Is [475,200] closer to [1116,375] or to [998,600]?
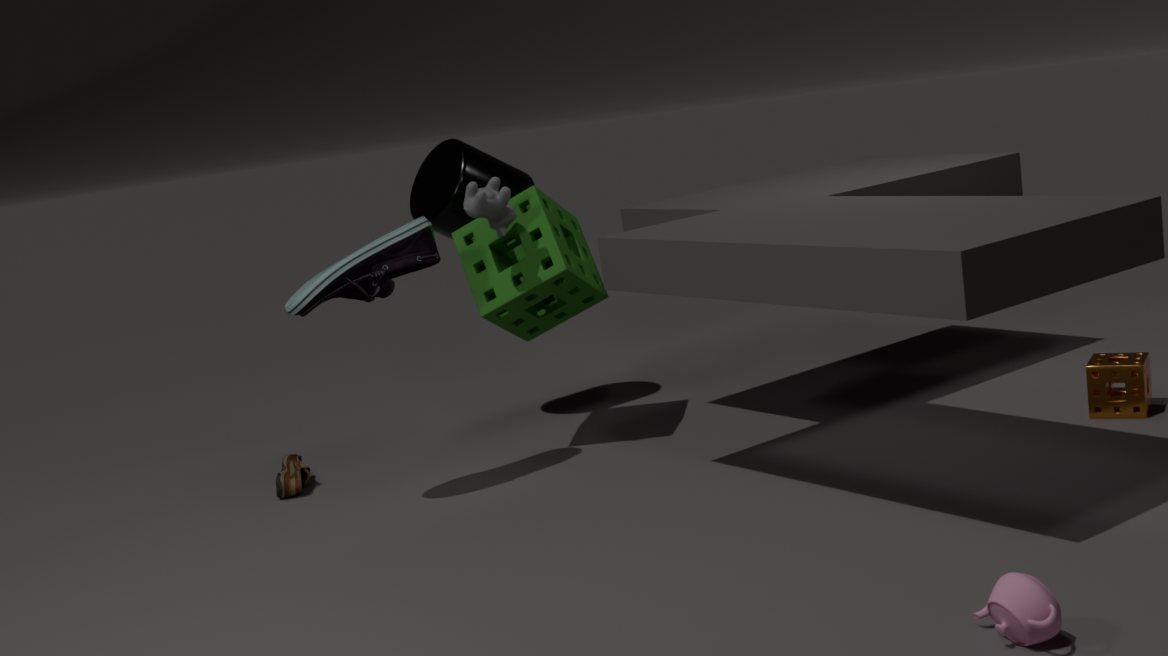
[1116,375]
